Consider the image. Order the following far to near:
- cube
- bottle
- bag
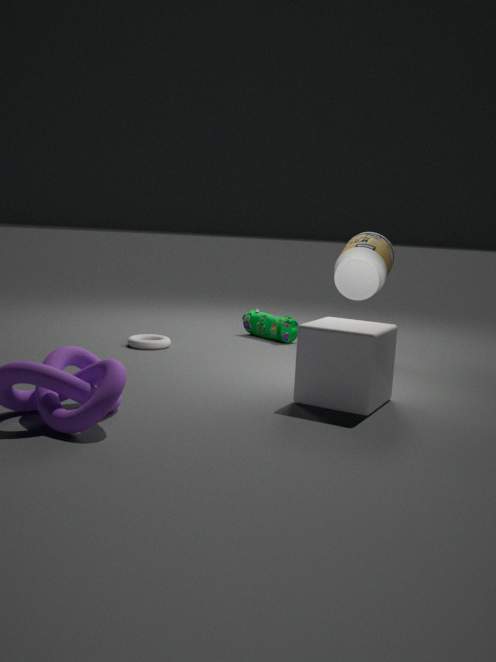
bag
bottle
cube
